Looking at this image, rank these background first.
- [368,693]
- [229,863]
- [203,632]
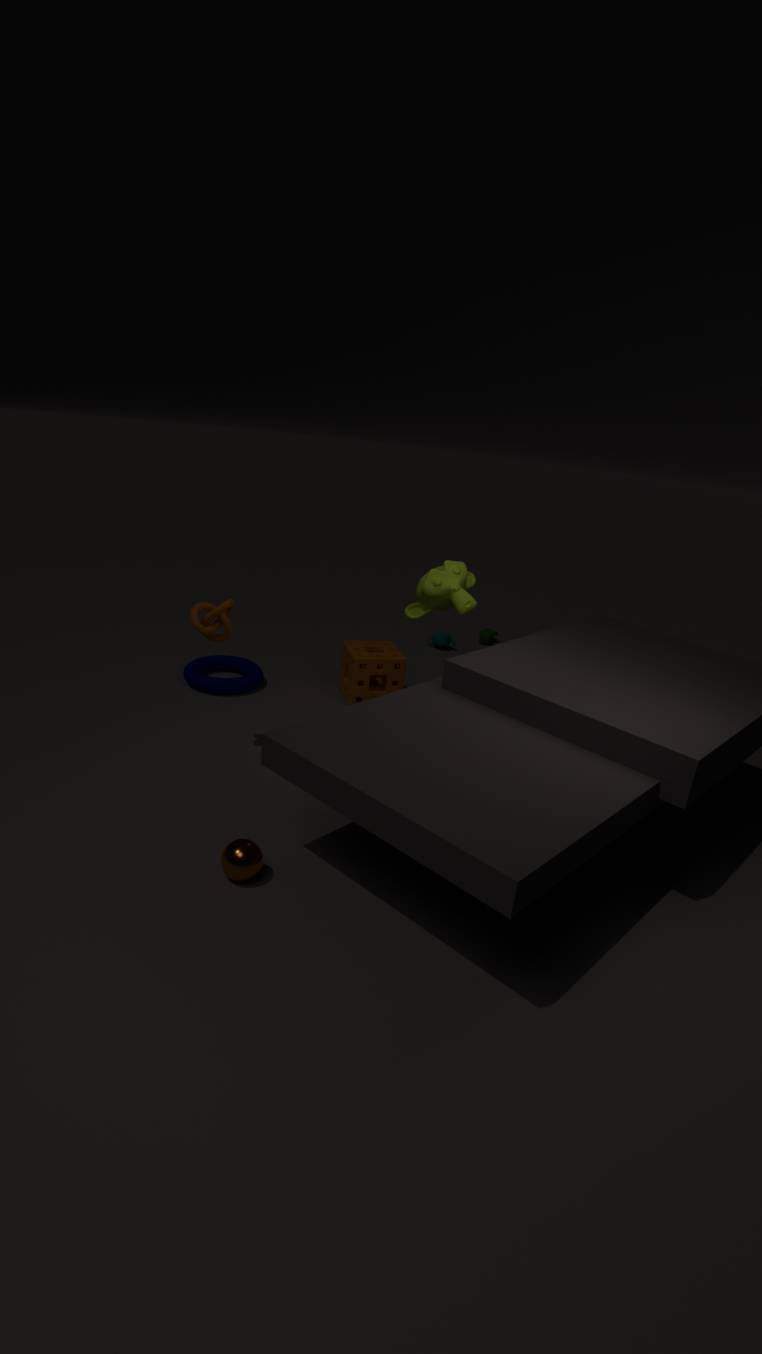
[368,693], [203,632], [229,863]
